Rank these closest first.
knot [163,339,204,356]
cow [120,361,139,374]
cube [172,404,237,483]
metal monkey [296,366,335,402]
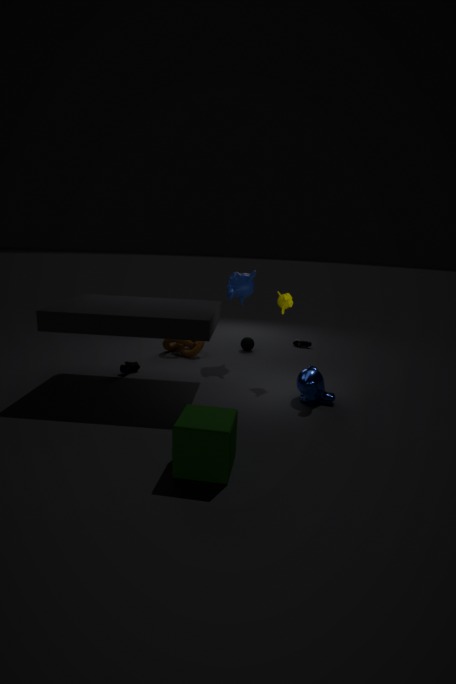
cube [172,404,237,483] → metal monkey [296,366,335,402] → cow [120,361,139,374] → knot [163,339,204,356]
